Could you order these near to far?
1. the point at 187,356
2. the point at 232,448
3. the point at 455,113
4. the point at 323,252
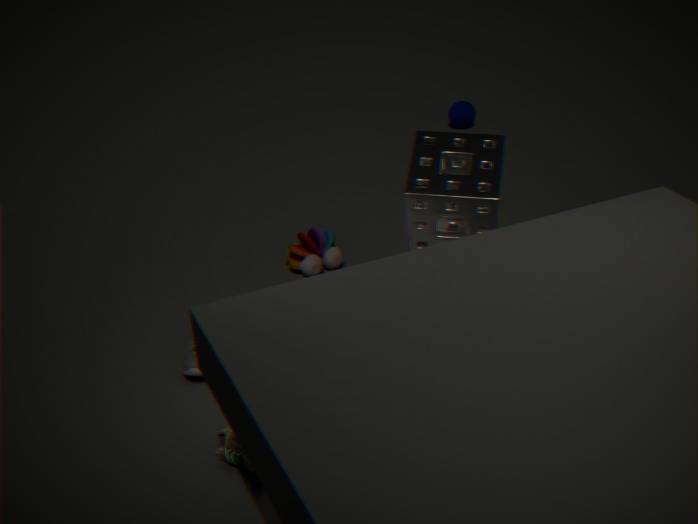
the point at 232,448 → the point at 187,356 → the point at 323,252 → the point at 455,113
